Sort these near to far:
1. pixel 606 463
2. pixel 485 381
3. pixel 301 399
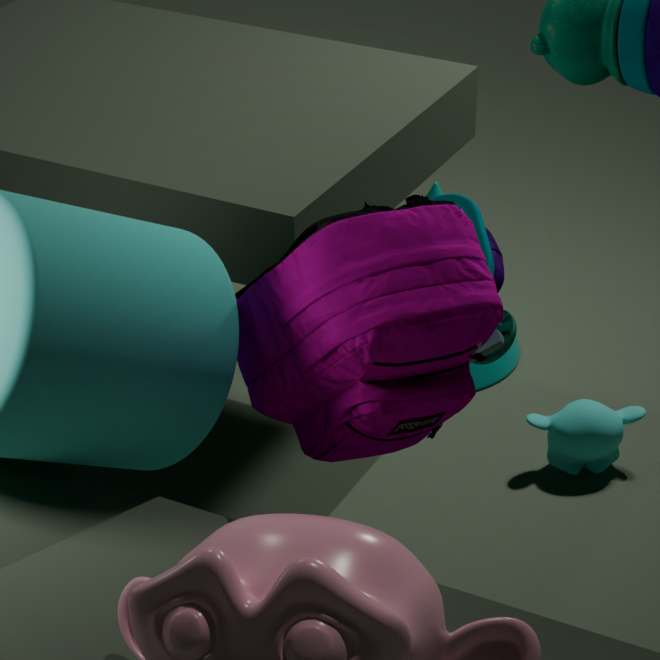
pixel 301 399 < pixel 606 463 < pixel 485 381
